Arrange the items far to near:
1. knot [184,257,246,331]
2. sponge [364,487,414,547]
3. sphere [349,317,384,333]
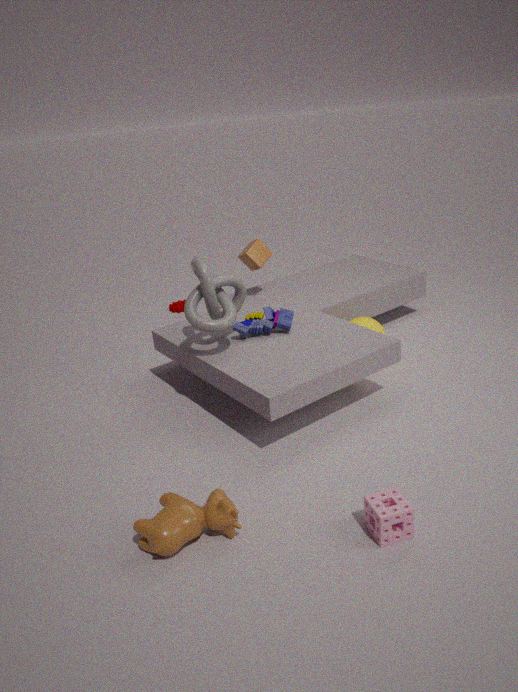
sphere [349,317,384,333] < knot [184,257,246,331] < sponge [364,487,414,547]
